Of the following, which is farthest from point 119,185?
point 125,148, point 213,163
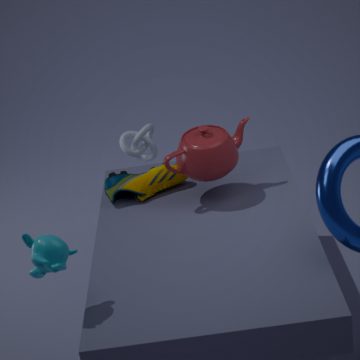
point 125,148
